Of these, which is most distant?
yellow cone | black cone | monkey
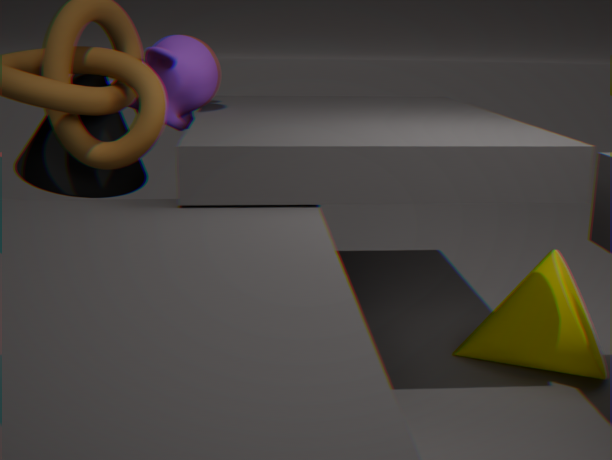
monkey
